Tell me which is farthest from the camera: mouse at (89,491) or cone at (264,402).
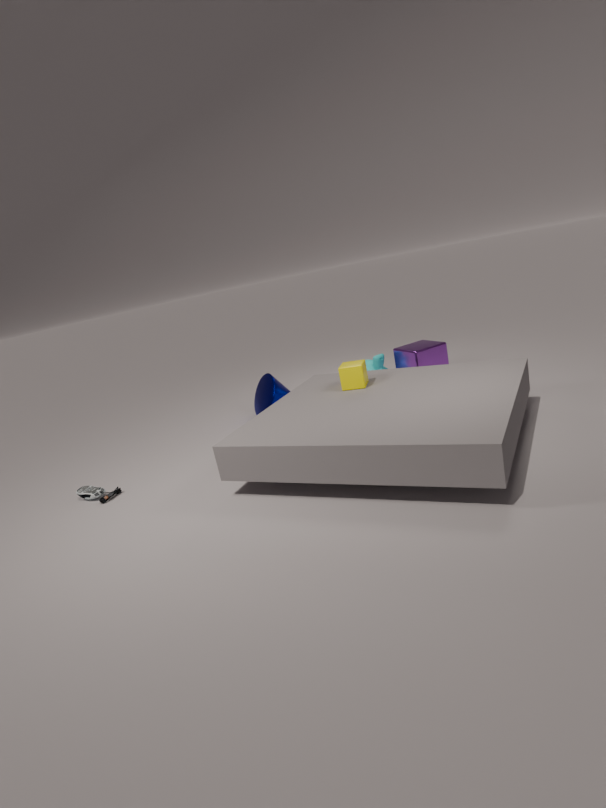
cone at (264,402)
